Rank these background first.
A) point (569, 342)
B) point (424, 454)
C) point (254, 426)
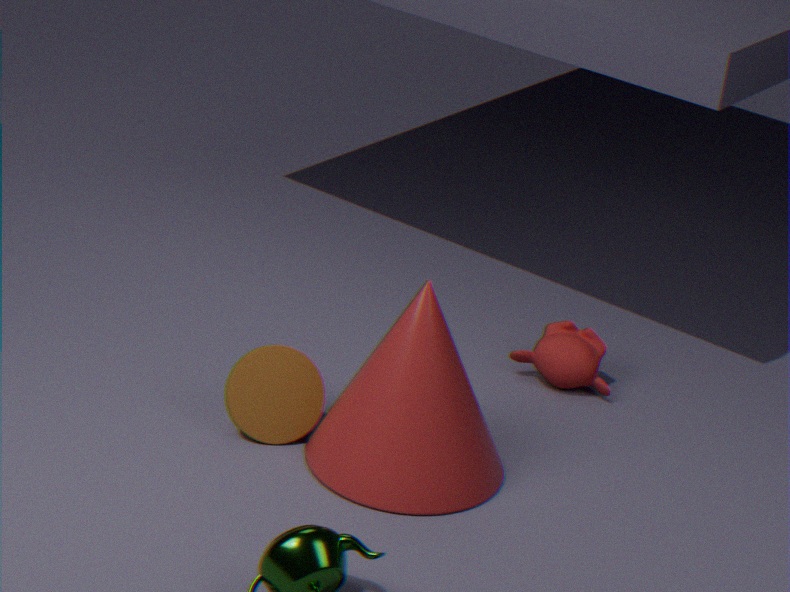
point (569, 342) < point (254, 426) < point (424, 454)
